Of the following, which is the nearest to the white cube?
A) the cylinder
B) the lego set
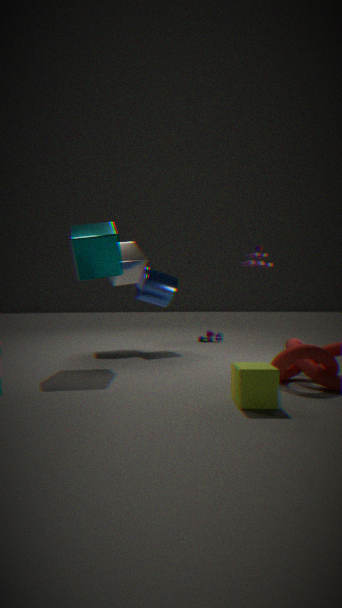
the cylinder
